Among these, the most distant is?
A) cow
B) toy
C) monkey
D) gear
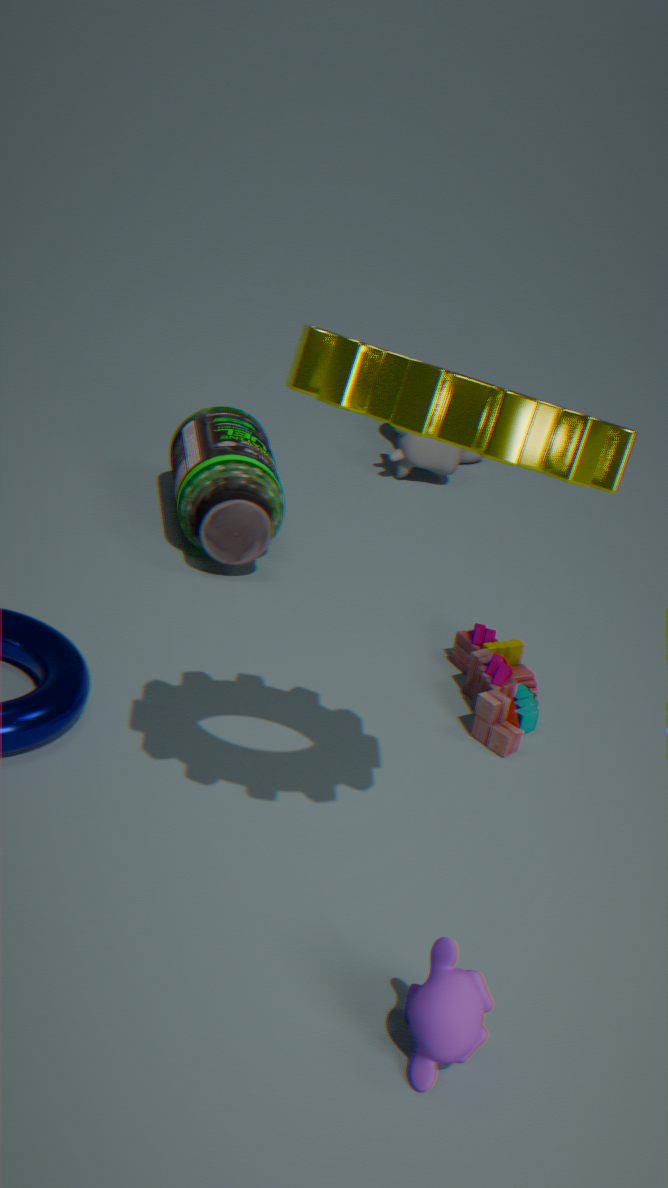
cow
